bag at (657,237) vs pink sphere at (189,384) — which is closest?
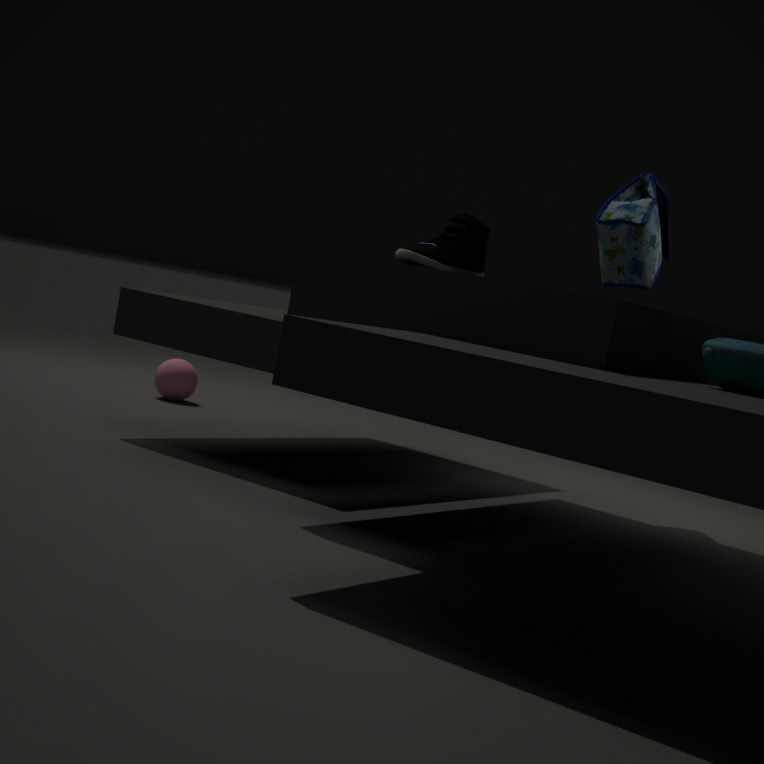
bag at (657,237)
